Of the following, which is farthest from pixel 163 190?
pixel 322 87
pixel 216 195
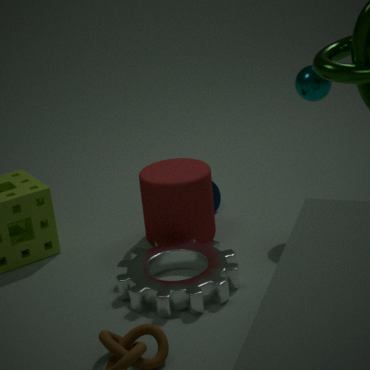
pixel 322 87
